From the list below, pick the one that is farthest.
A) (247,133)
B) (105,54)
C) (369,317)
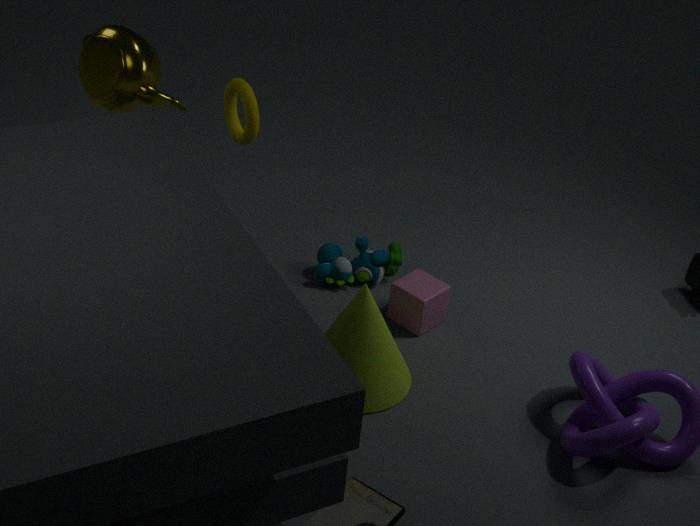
(247,133)
